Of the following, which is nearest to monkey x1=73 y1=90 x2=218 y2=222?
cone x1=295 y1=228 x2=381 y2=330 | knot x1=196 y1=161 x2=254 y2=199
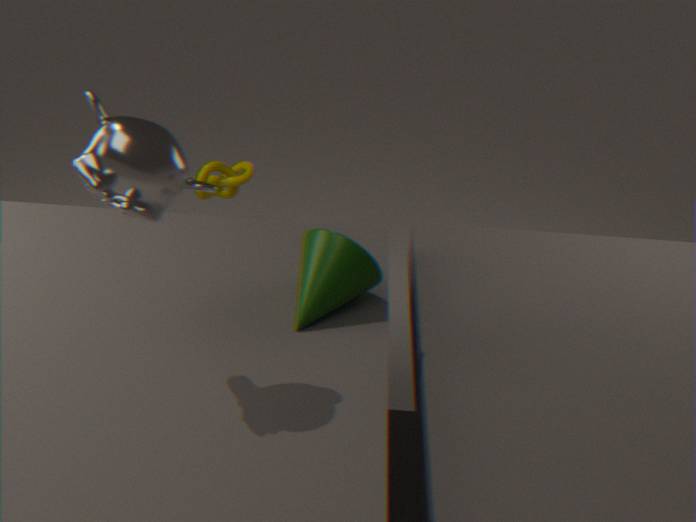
cone x1=295 y1=228 x2=381 y2=330
